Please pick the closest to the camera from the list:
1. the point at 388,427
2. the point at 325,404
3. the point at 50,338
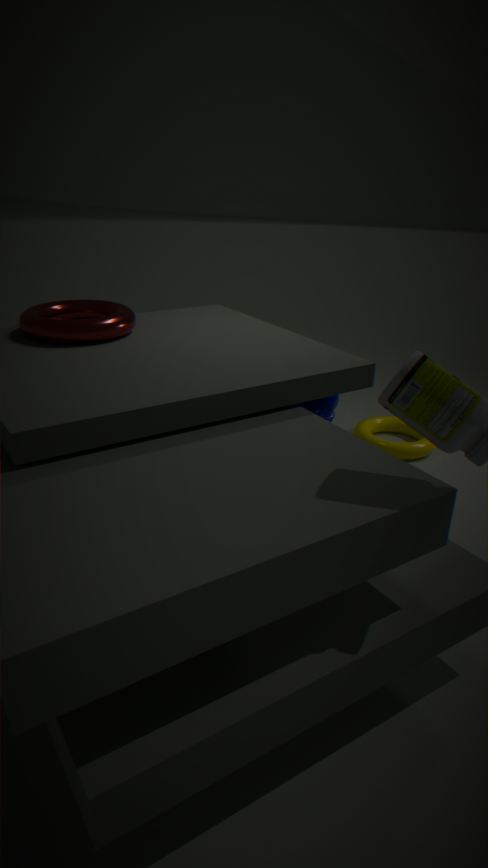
the point at 50,338
